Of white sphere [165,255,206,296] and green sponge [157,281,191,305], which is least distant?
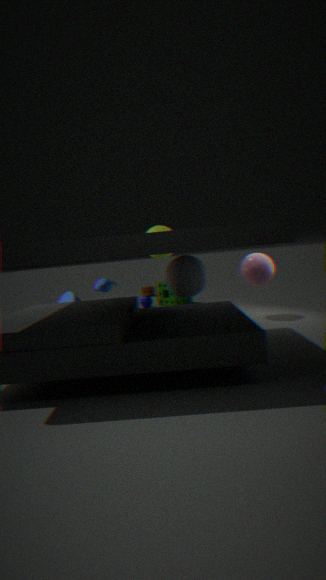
white sphere [165,255,206,296]
